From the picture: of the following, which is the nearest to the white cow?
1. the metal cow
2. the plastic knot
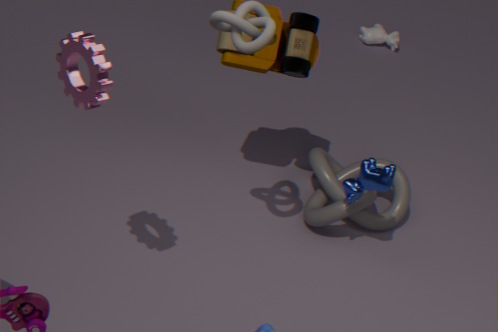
the plastic knot
